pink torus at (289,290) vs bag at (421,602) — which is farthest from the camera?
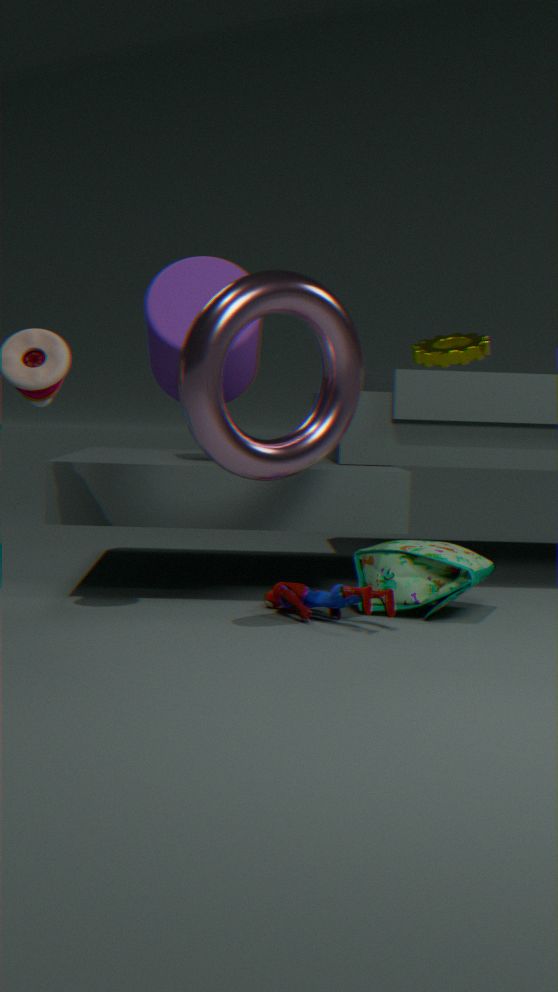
bag at (421,602)
